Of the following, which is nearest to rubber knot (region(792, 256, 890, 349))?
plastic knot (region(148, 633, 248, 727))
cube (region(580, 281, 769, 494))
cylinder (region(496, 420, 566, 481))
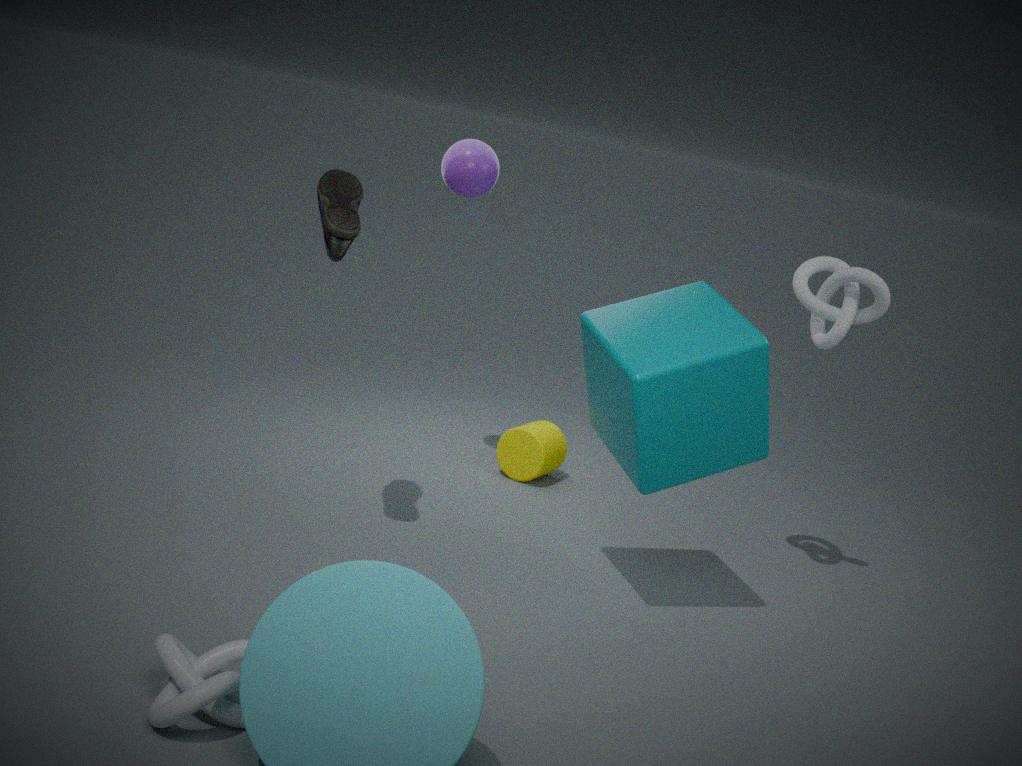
cube (region(580, 281, 769, 494))
